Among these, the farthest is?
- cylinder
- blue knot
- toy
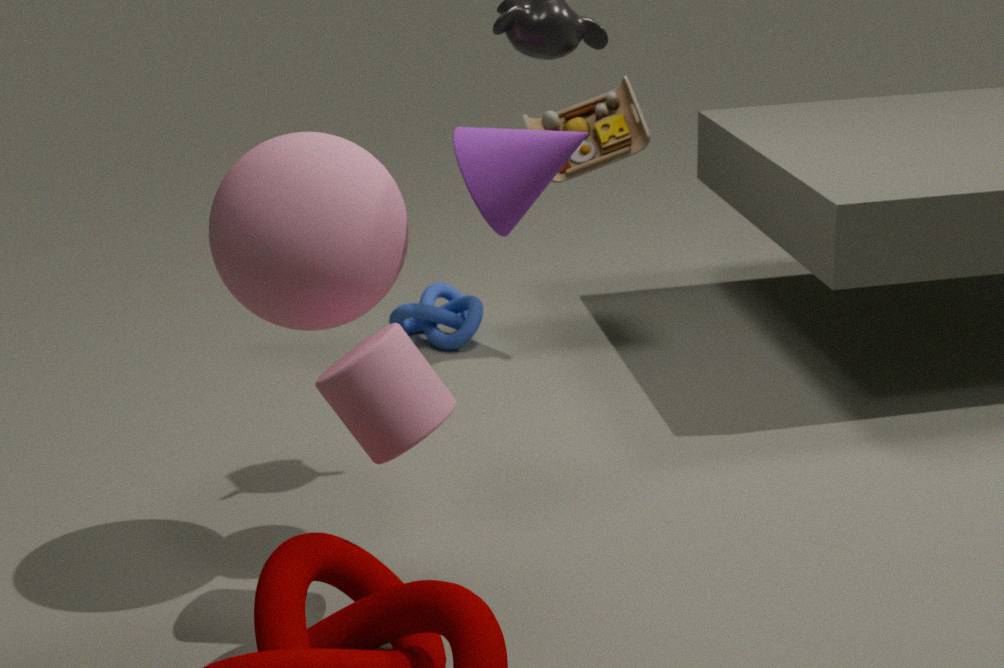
blue knot
